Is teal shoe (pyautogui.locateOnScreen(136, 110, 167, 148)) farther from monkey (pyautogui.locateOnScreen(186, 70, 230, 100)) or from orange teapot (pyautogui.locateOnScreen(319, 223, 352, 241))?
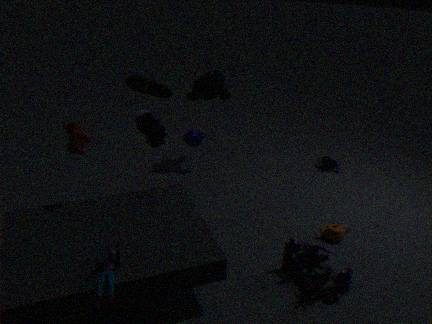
orange teapot (pyautogui.locateOnScreen(319, 223, 352, 241))
